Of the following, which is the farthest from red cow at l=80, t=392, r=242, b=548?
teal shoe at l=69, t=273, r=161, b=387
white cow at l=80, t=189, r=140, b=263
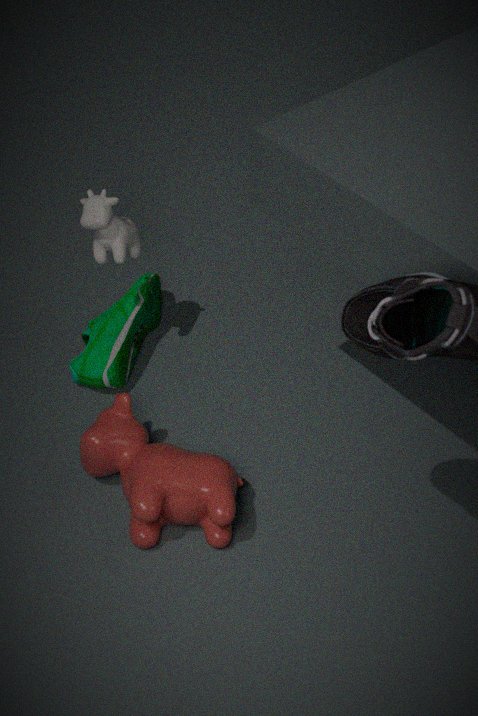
white cow at l=80, t=189, r=140, b=263
